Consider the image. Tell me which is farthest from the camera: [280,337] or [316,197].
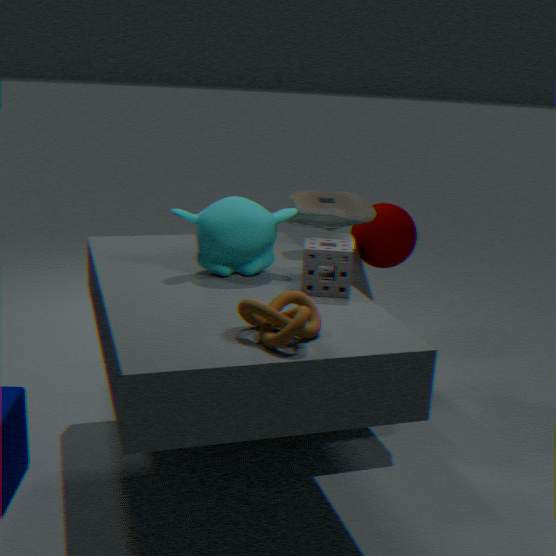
[316,197]
